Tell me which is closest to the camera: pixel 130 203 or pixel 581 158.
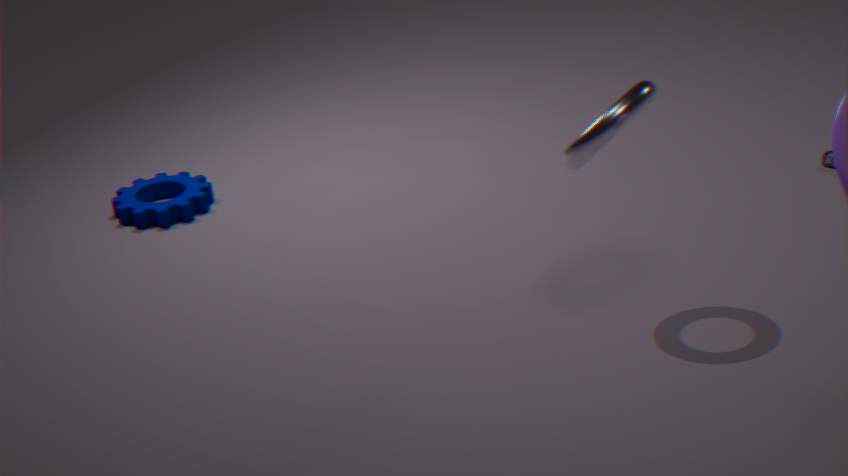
pixel 581 158
